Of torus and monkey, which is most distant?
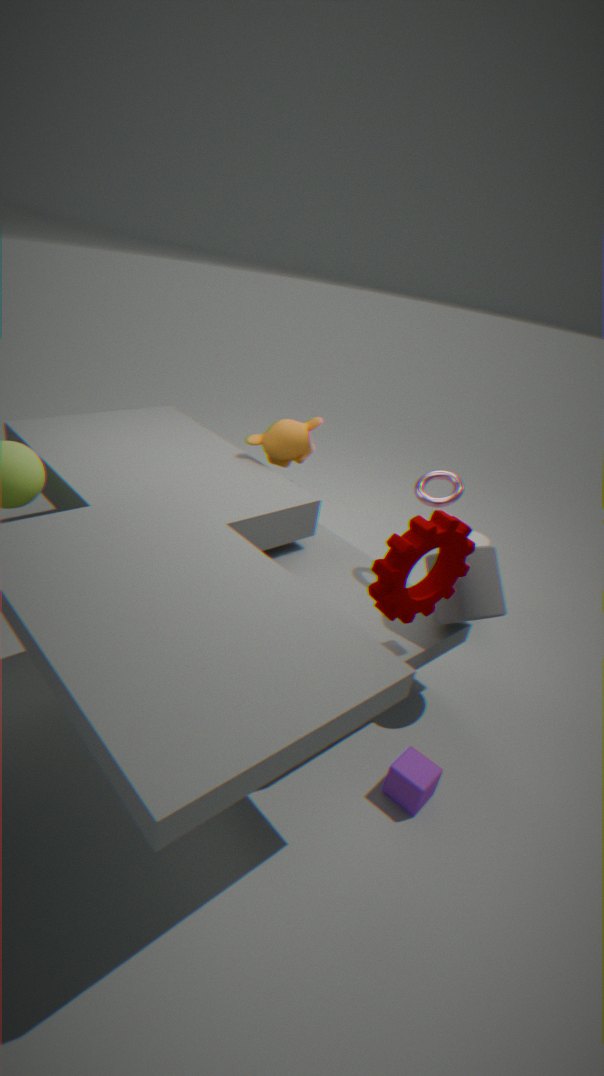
monkey
